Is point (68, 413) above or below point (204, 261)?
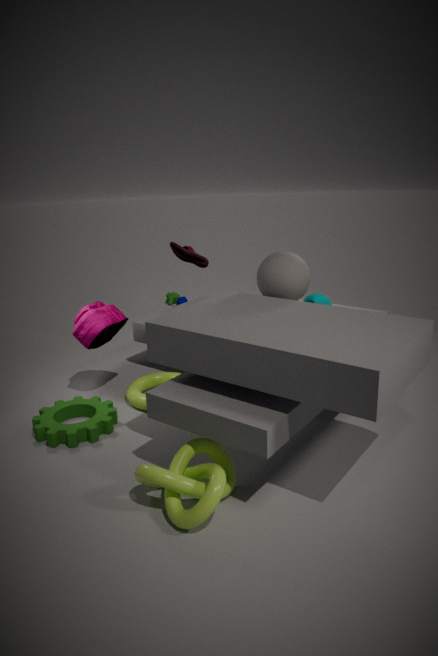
below
